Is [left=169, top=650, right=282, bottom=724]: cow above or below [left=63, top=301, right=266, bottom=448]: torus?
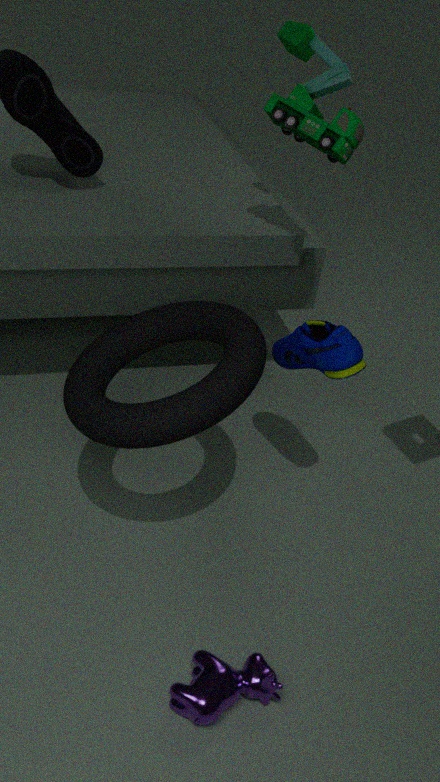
below
